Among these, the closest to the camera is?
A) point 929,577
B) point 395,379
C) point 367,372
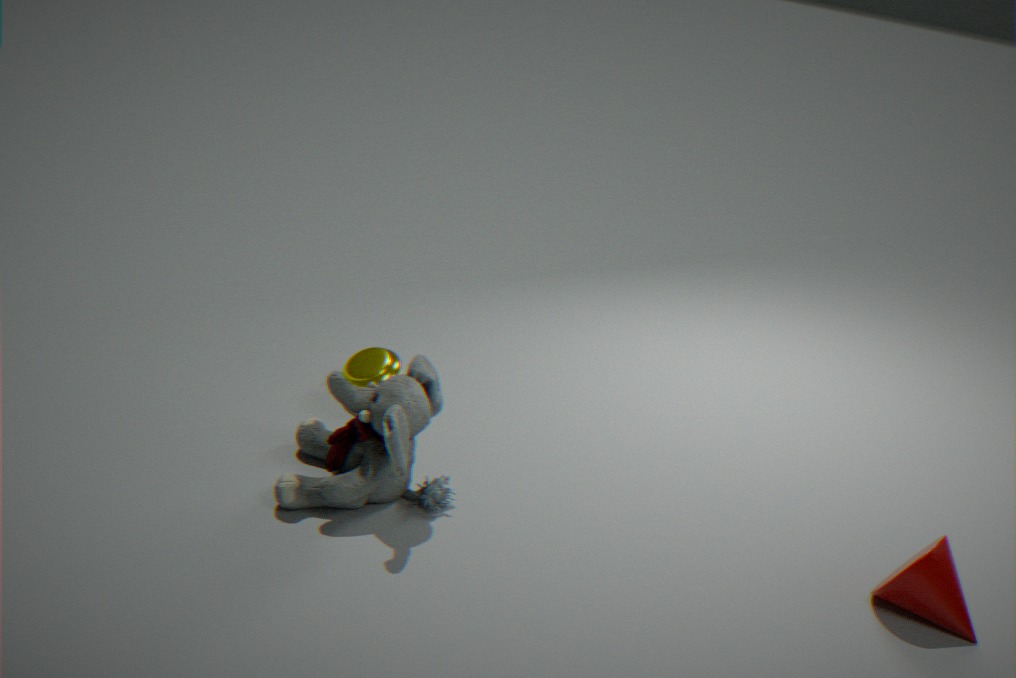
point 929,577
